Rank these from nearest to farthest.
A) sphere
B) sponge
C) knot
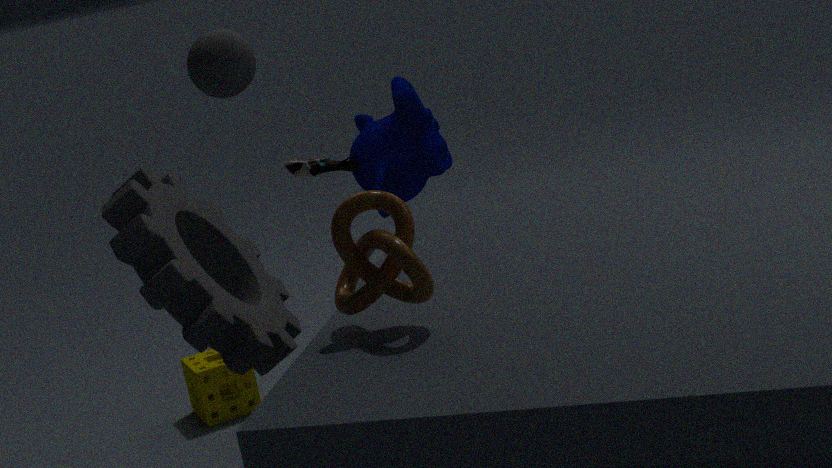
knot
sphere
sponge
